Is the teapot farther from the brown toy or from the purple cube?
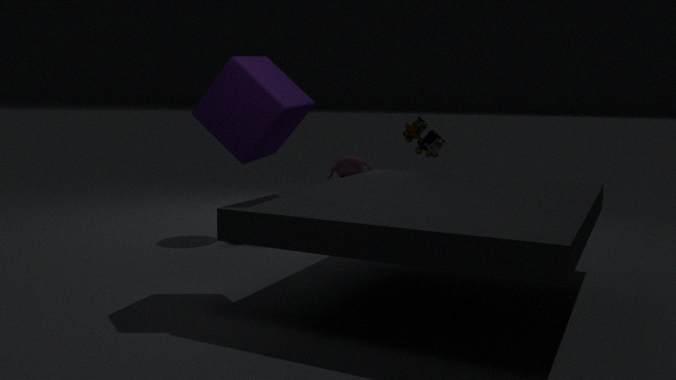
the purple cube
